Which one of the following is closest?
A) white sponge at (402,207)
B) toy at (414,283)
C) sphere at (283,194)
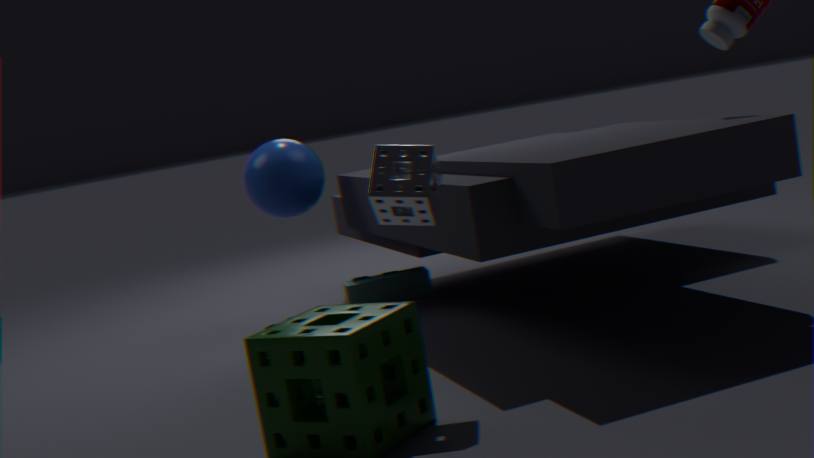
white sponge at (402,207)
